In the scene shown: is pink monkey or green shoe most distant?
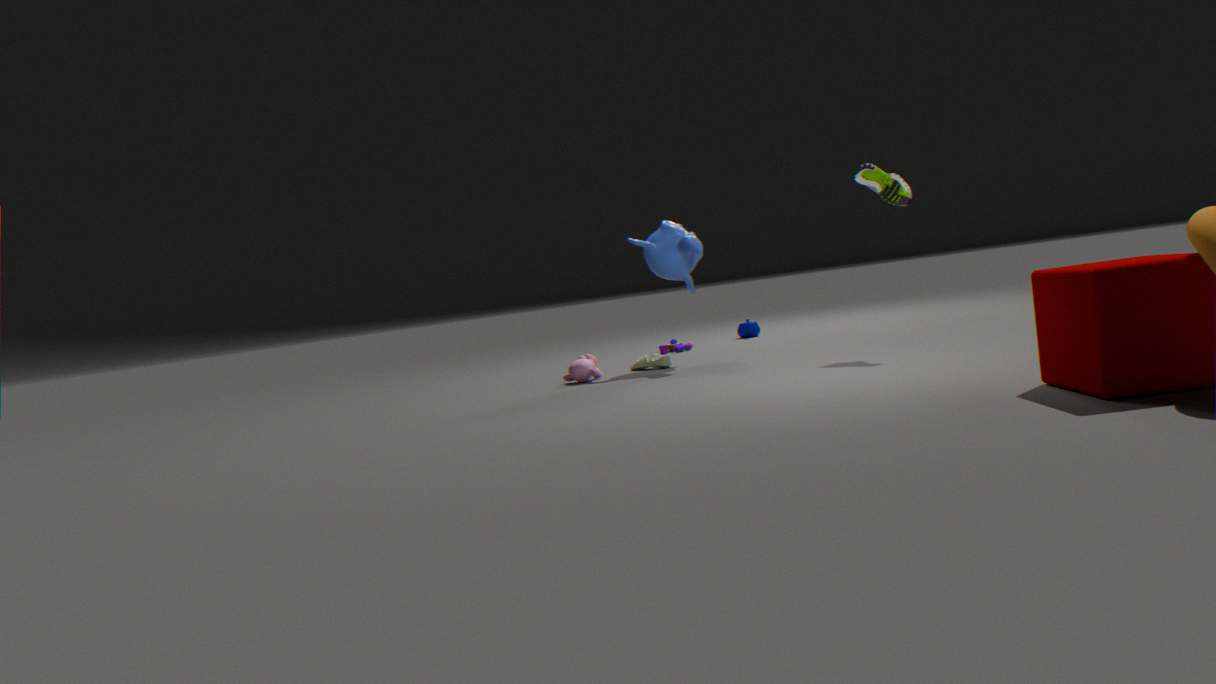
pink monkey
